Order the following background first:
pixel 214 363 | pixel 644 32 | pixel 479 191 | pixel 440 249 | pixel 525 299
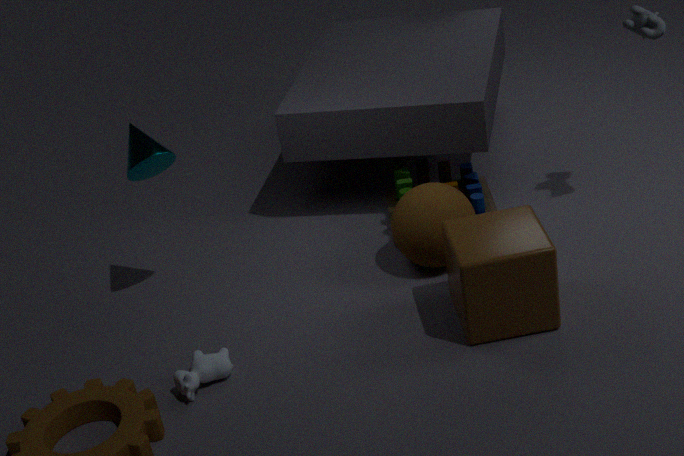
pixel 479 191
pixel 440 249
pixel 644 32
pixel 214 363
pixel 525 299
